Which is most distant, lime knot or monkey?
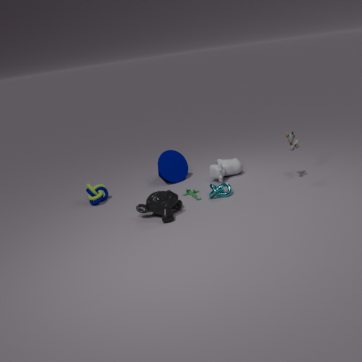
lime knot
